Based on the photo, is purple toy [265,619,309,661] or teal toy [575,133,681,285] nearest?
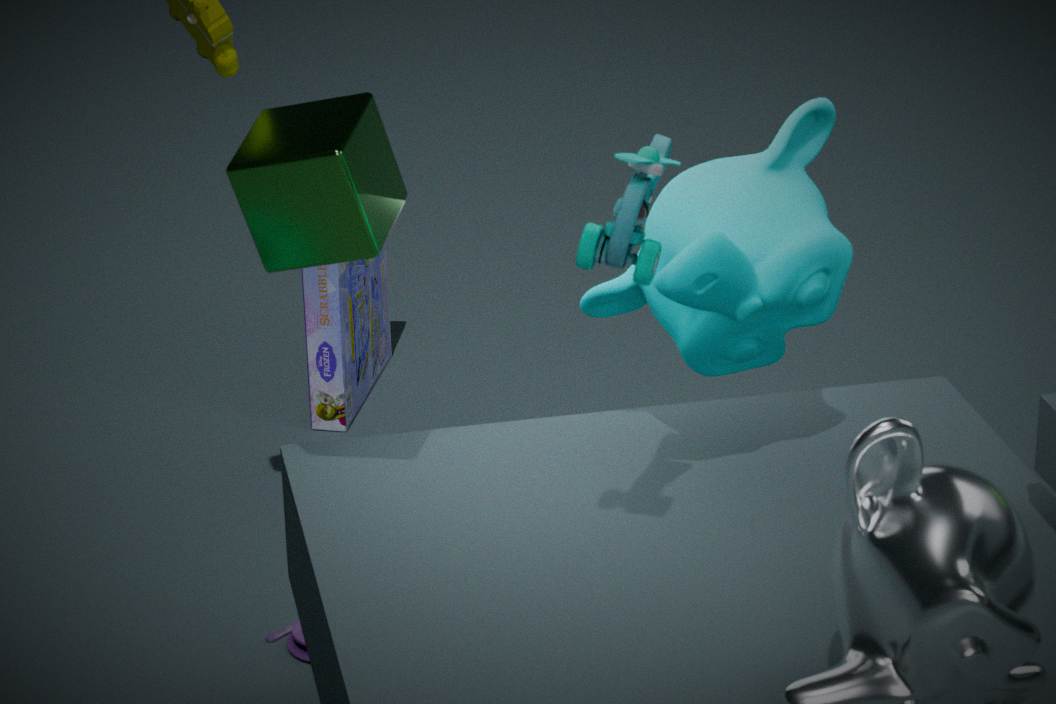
teal toy [575,133,681,285]
